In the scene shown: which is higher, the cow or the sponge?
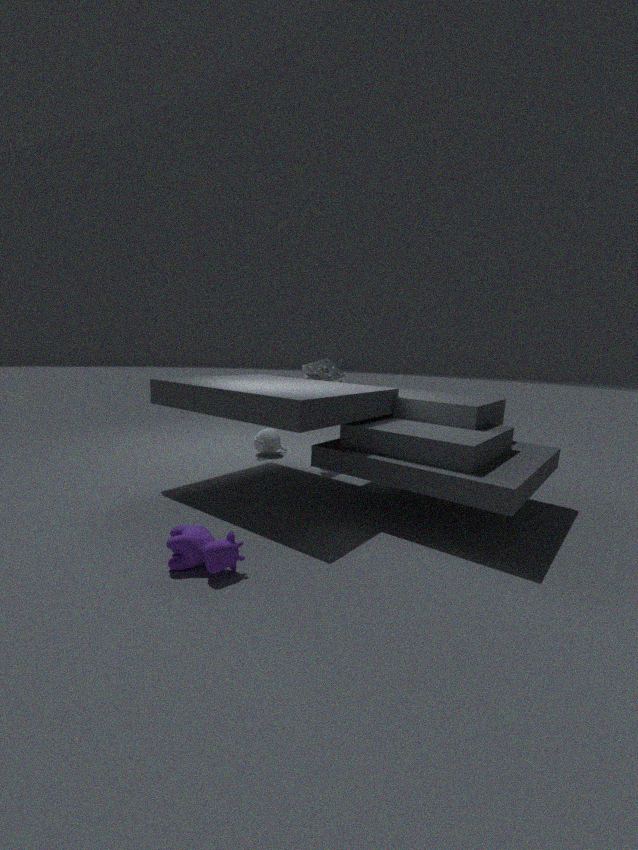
the sponge
